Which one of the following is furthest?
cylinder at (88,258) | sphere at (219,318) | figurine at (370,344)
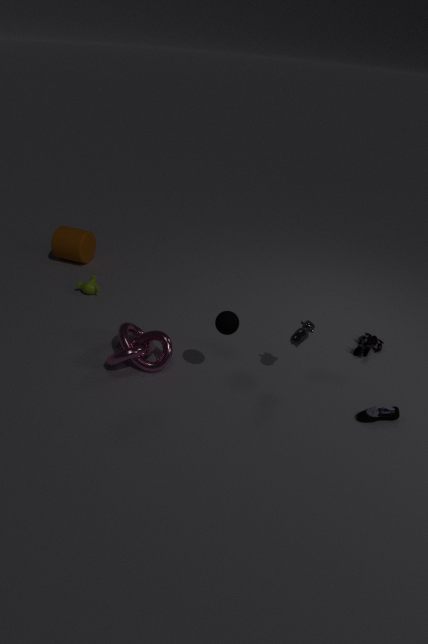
cylinder at (88,258)
